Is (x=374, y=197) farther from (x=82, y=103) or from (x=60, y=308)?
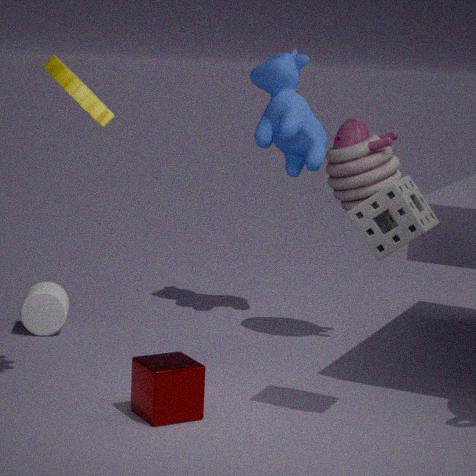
(x=60, y=308)
